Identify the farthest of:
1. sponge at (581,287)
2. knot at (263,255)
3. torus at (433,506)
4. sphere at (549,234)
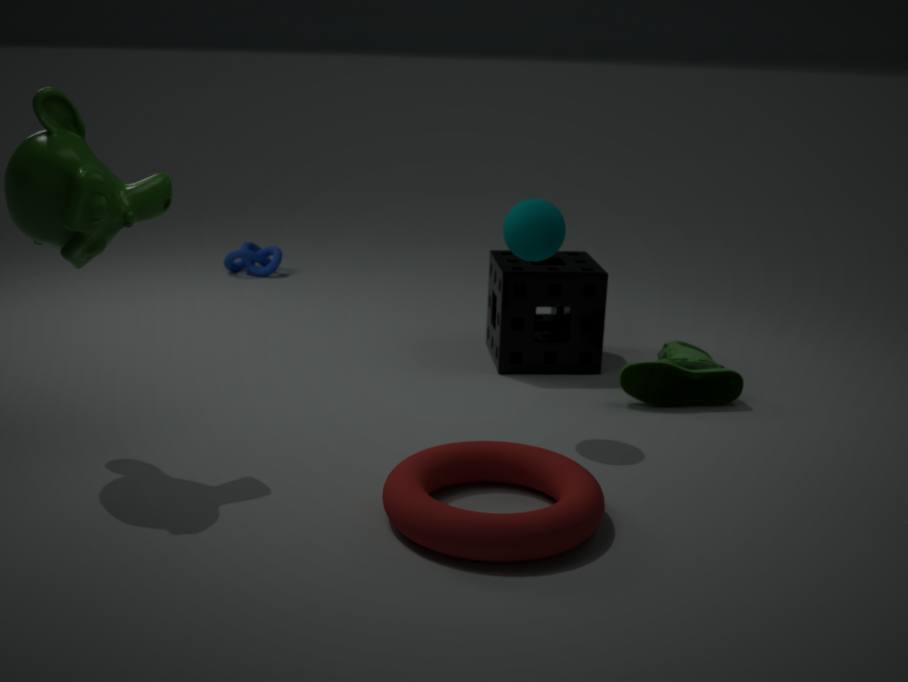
knot at (263,255)
